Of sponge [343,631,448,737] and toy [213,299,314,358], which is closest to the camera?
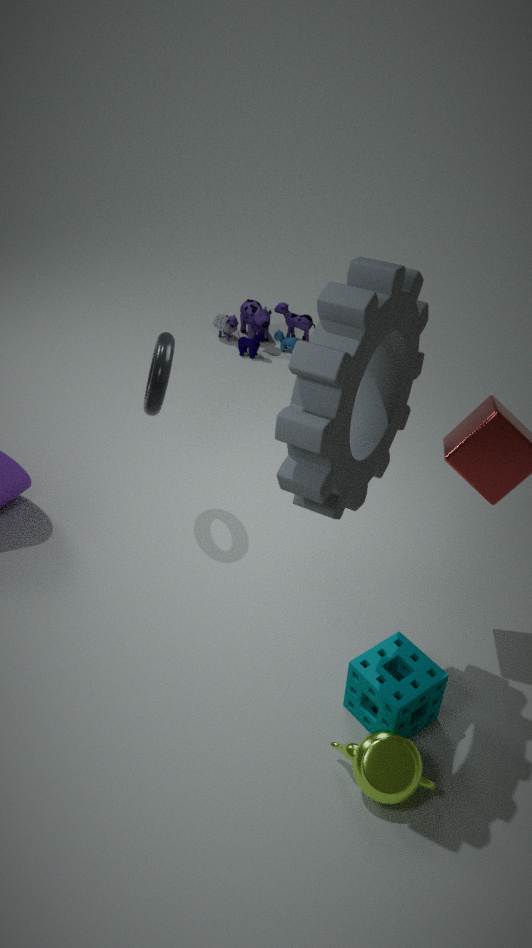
sponge [343,631,448,737]
